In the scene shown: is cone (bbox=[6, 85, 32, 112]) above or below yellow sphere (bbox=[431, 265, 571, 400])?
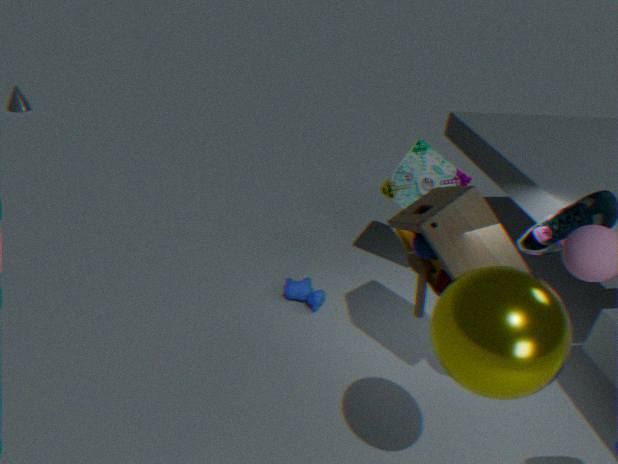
below
